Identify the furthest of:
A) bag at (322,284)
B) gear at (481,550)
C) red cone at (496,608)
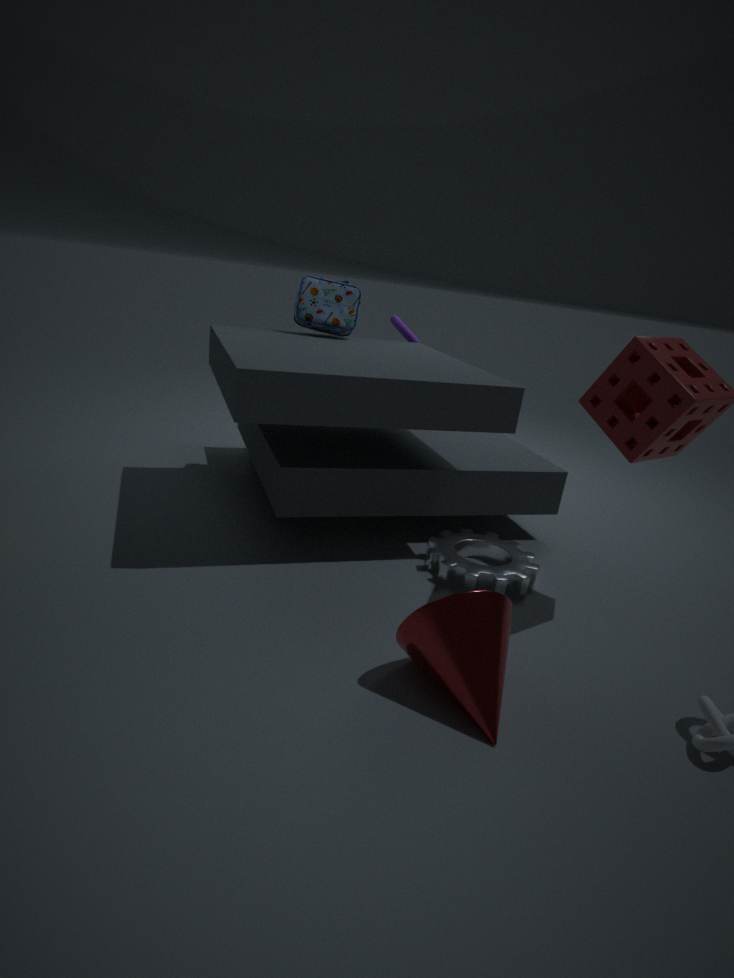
bag at (322,284)
